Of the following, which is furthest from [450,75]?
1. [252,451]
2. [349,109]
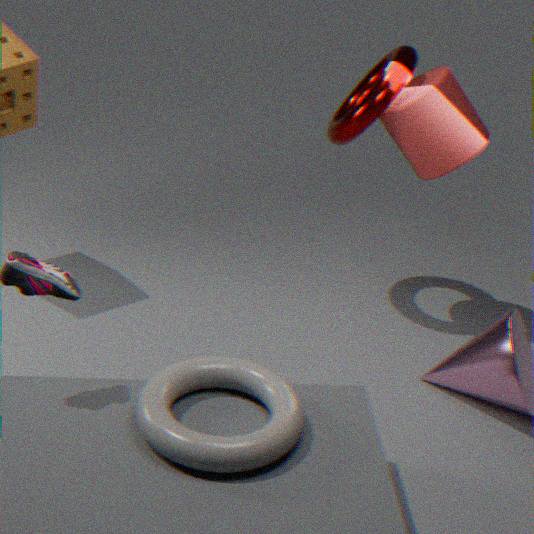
[252,451]
